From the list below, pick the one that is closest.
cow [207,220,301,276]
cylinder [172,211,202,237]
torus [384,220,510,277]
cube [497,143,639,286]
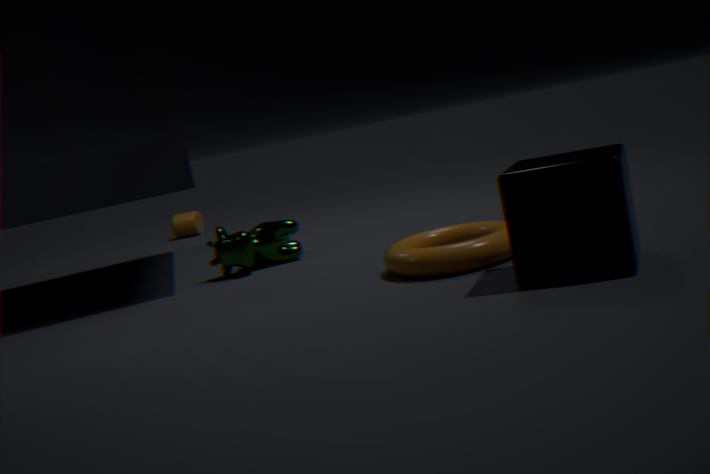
cube [497,143,639,286]
